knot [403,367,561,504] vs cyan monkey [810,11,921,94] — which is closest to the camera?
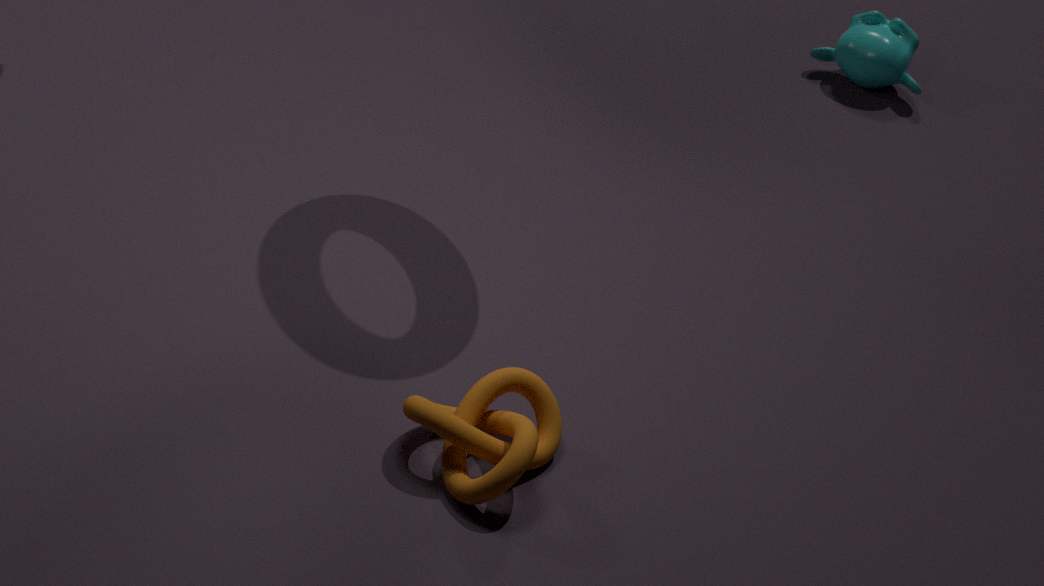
knot [403,367,561,504]
